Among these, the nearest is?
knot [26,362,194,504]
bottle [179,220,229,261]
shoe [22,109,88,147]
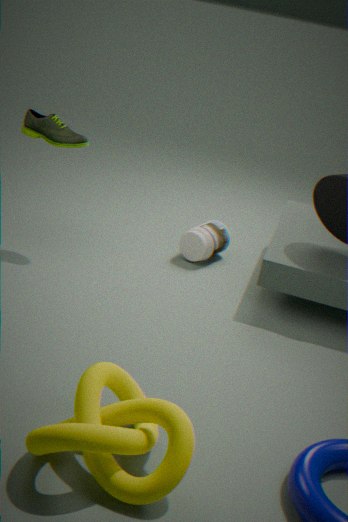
knot [26,362,194,504]
